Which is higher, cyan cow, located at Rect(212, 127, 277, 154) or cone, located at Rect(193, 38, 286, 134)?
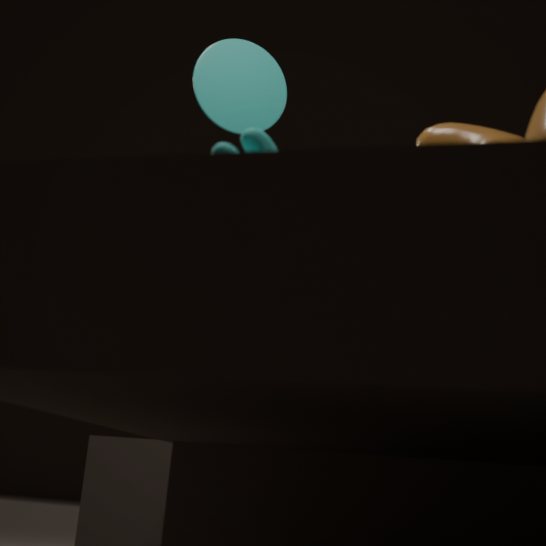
cone, located at Rect(193, 38, 286, 134)
